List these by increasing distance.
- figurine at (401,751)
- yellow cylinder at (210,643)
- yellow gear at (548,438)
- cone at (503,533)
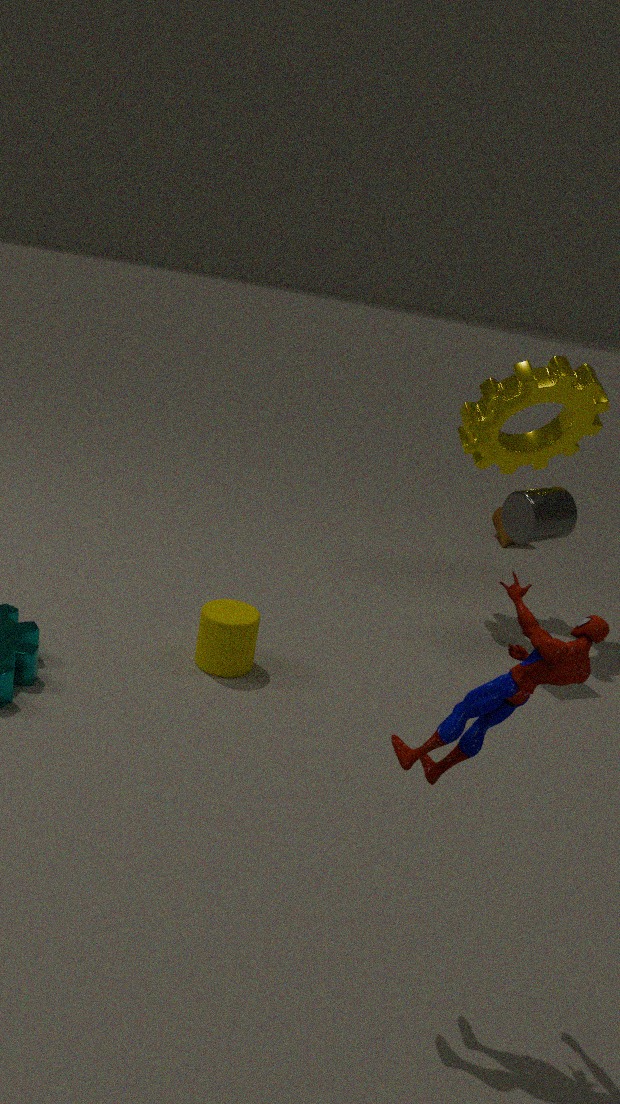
1. figurine at (401,751)
2. yellow cylinder at (210,643)
3. yellow gear at (548,438)
4. cone at (503,533)
